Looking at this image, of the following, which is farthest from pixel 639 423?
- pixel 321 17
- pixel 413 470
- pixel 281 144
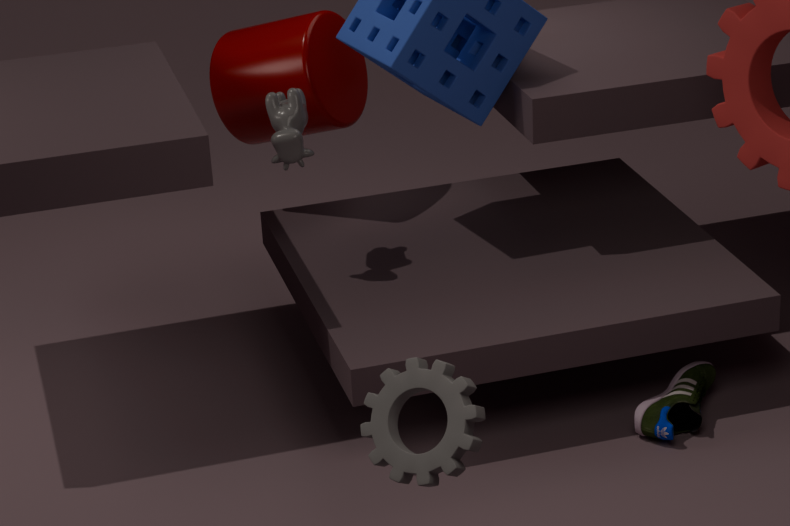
pixel 321 17
